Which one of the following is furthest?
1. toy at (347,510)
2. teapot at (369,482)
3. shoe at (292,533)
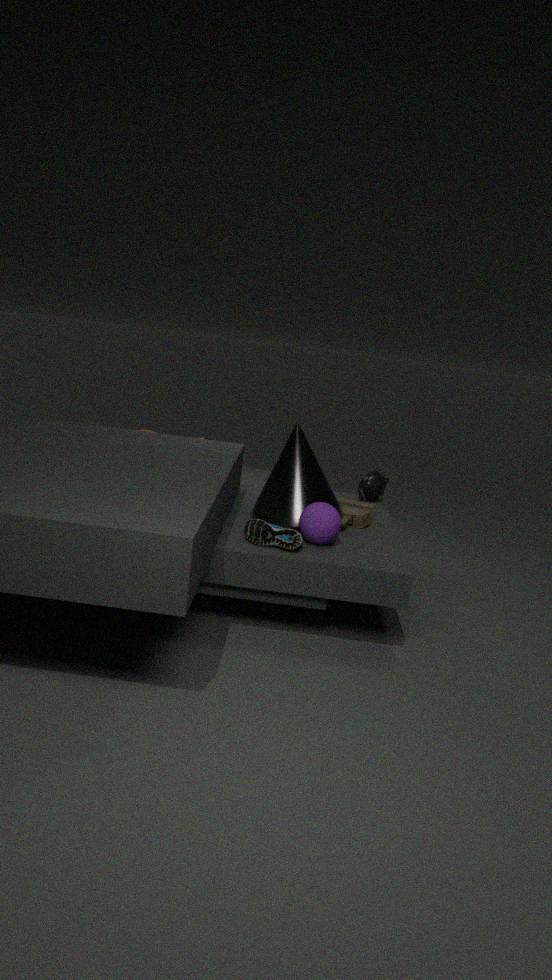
teapot at (369,482)
